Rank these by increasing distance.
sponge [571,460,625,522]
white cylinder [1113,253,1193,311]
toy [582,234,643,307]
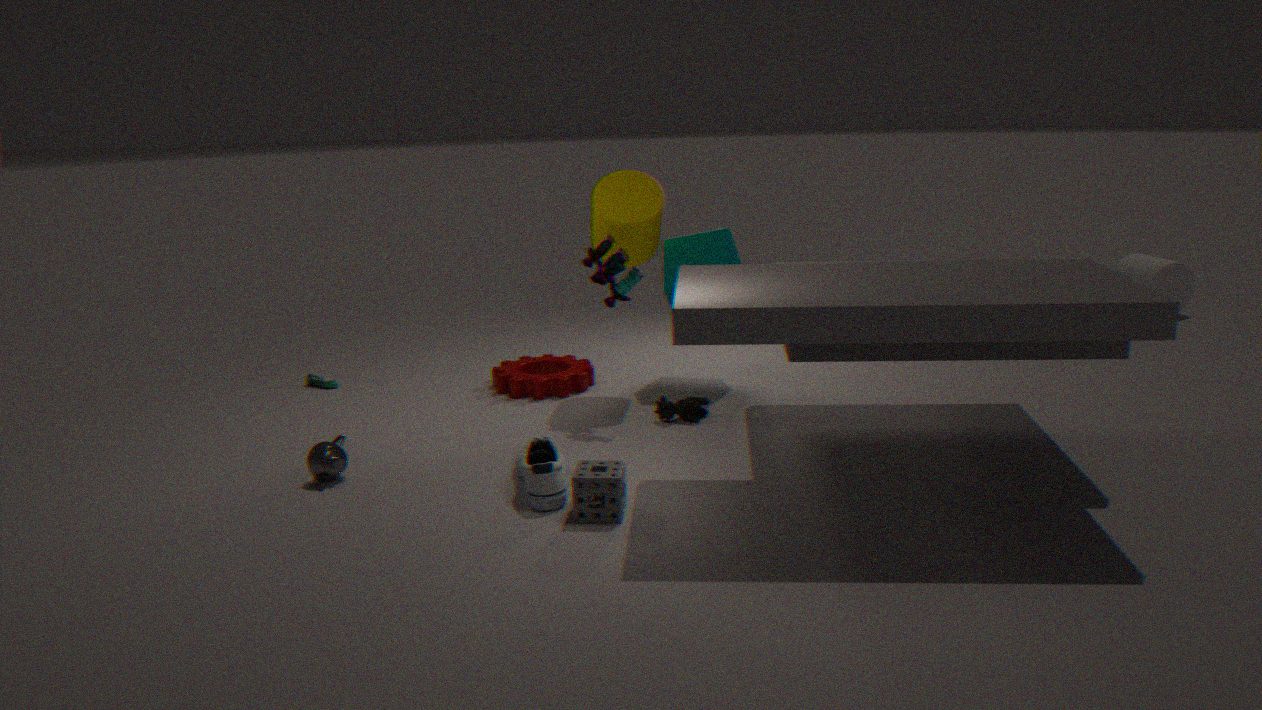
sponge [571,460,625,522], toy [582,234,643,307], white cylinder [1113,253,1193,311]
